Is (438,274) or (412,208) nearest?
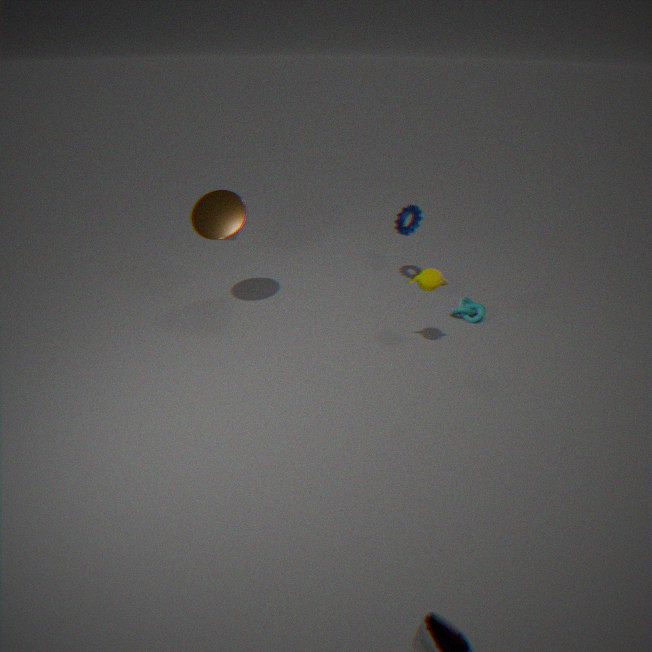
(438,274)
